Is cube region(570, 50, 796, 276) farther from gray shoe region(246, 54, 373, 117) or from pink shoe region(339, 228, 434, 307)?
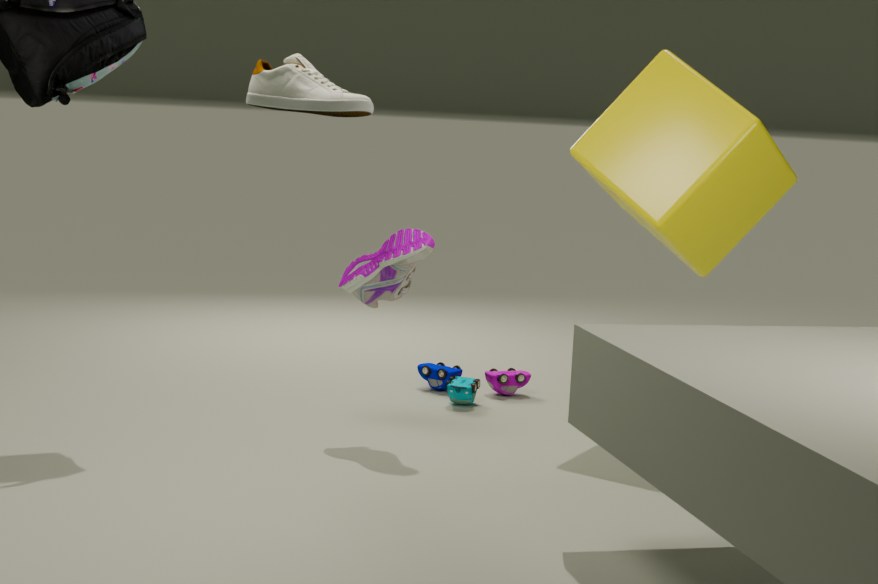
gray shoe region(246, 54, 373, 117)
